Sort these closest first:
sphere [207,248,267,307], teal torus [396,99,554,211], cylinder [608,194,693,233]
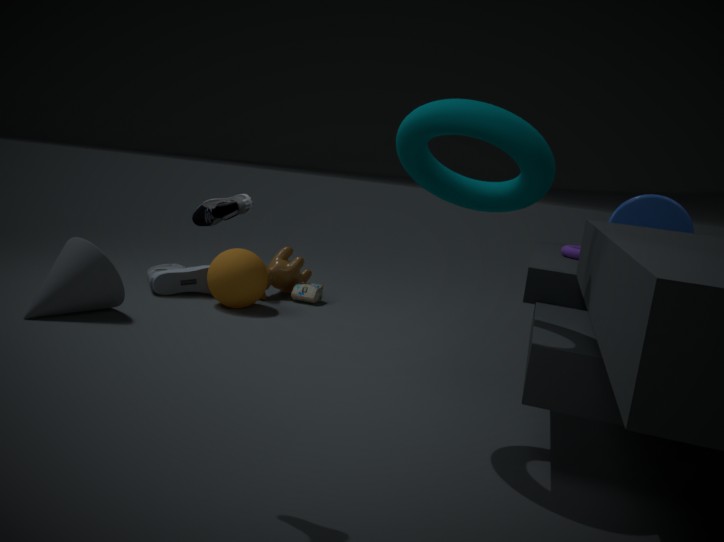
1. teal torus [396,99,554,211]
2. cylinder [608,194,693,233]
3. sphere [207,248,267,307]
